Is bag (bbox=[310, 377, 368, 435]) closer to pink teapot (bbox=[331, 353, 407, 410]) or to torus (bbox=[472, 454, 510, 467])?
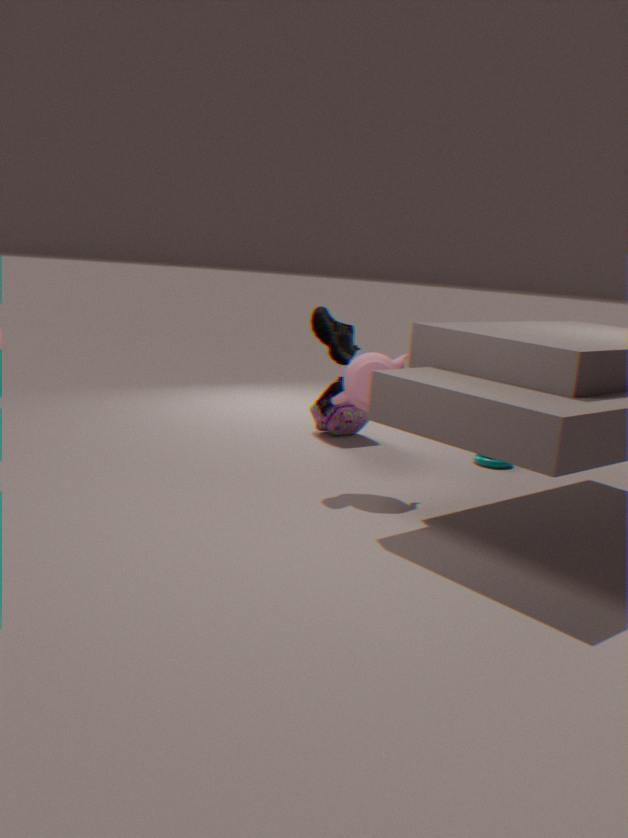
torus (bbox=[472, 454, 510, 467])
